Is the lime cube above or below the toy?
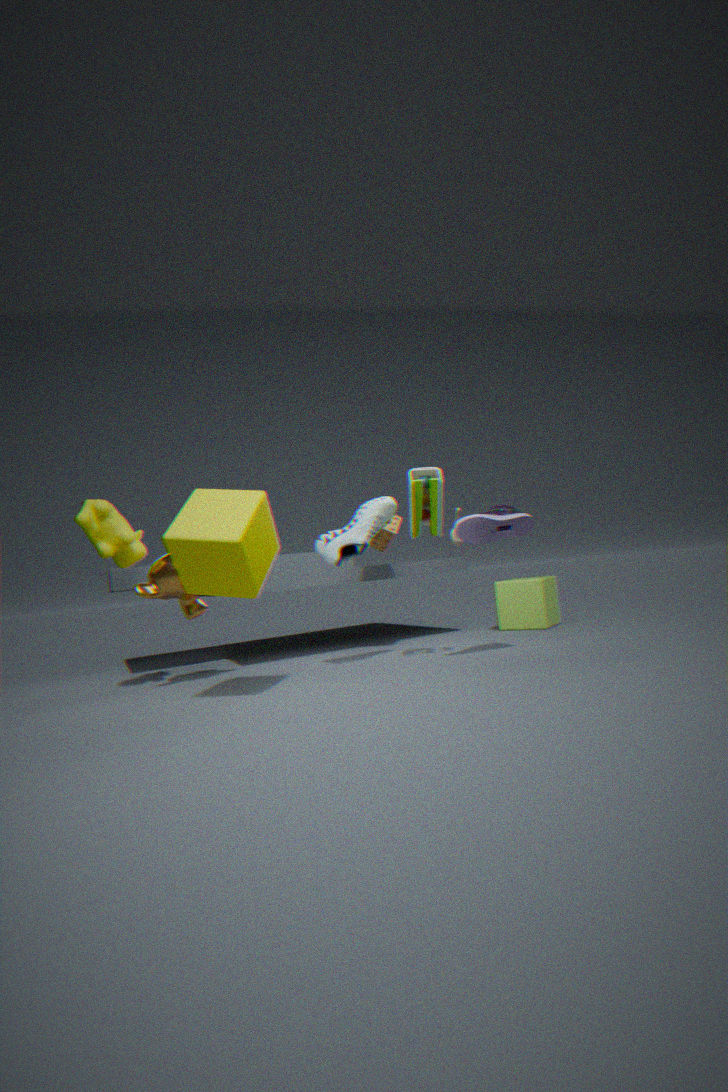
below
